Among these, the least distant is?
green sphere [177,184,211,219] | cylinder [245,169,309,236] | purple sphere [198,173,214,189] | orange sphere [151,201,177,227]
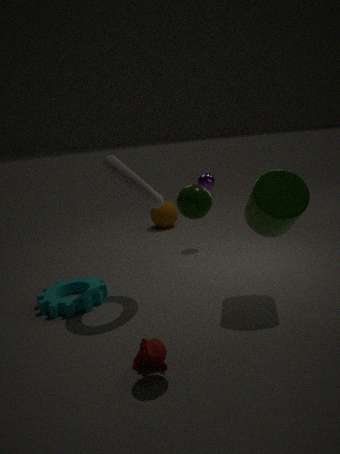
green sphere [177,184,211,219]
